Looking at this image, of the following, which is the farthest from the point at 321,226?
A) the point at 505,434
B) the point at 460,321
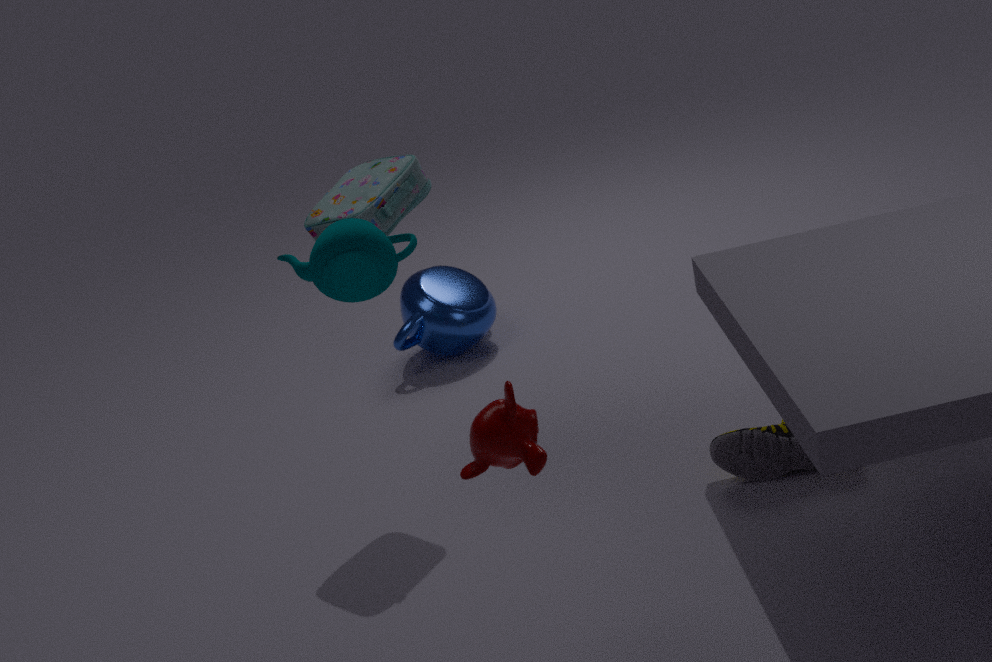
the point at 460,321
